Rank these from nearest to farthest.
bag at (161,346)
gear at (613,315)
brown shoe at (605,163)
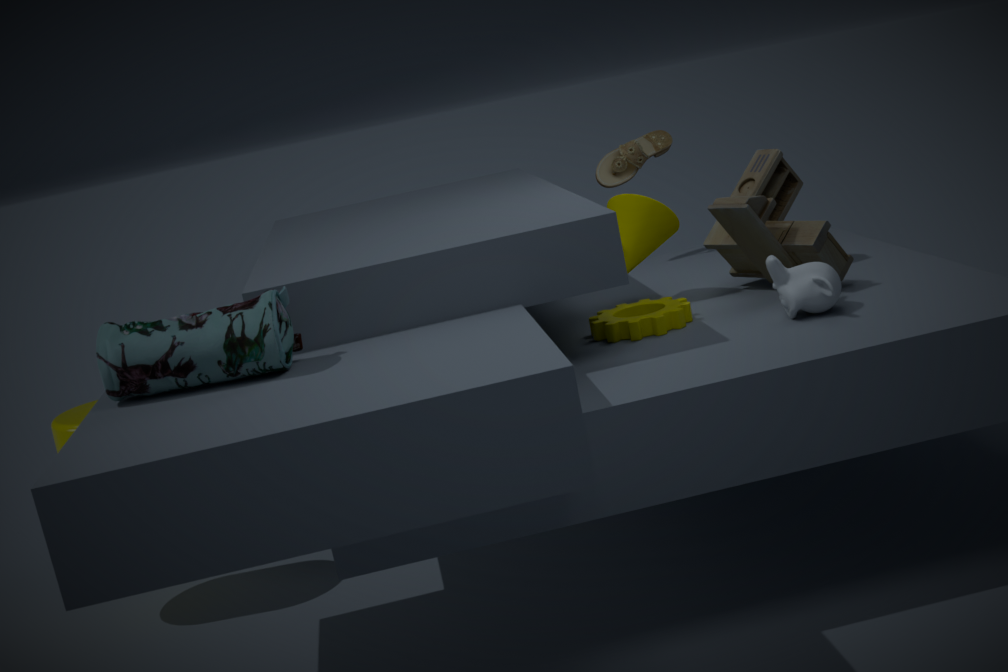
bag at (161,346), gear at (613,315), brown shoe at (605,163)
